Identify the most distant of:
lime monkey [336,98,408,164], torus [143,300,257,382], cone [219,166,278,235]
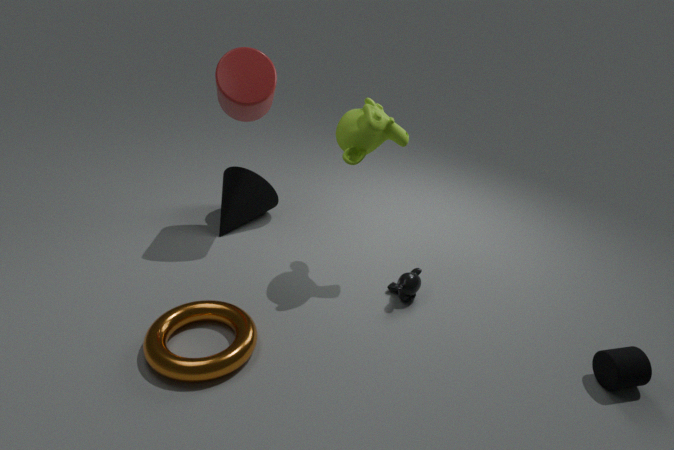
cone [219,166,278,235]
